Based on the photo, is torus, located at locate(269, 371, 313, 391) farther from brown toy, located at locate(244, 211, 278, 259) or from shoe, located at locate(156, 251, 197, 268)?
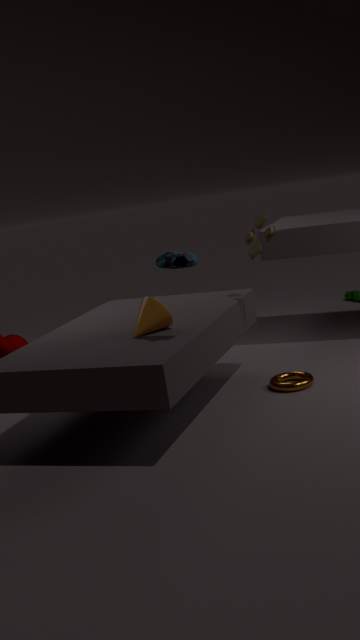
shoe, located at locate(156, 251, 197, 268)
